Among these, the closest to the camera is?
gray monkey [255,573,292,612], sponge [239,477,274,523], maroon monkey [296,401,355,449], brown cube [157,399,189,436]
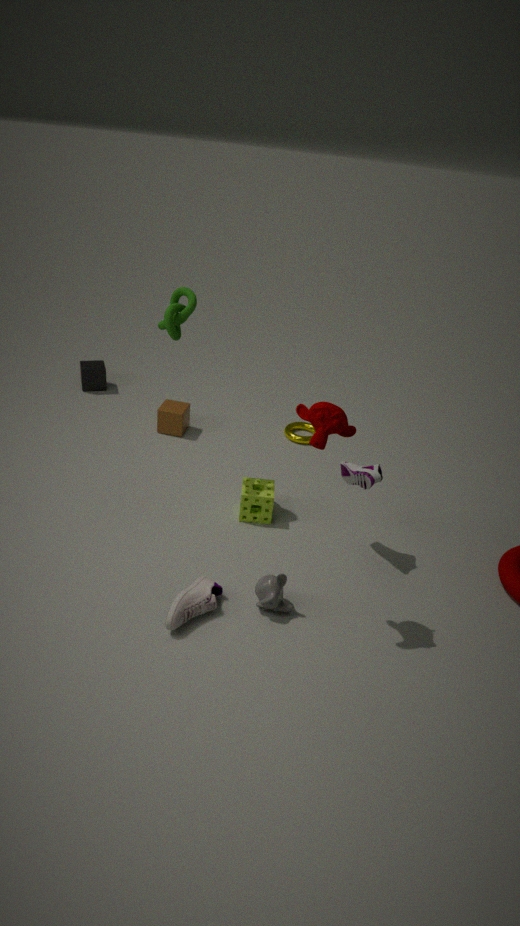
maroon monkey [296,401,355,449]
